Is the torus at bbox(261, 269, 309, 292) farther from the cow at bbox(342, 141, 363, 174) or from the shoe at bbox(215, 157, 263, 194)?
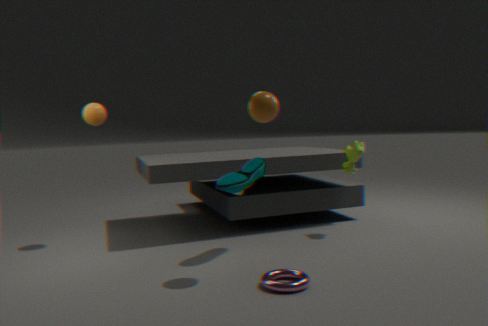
the cow at bbox(342, 141, 363, 174)
